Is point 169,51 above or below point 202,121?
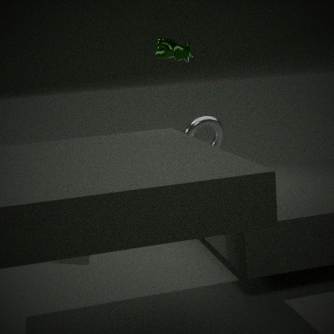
above
